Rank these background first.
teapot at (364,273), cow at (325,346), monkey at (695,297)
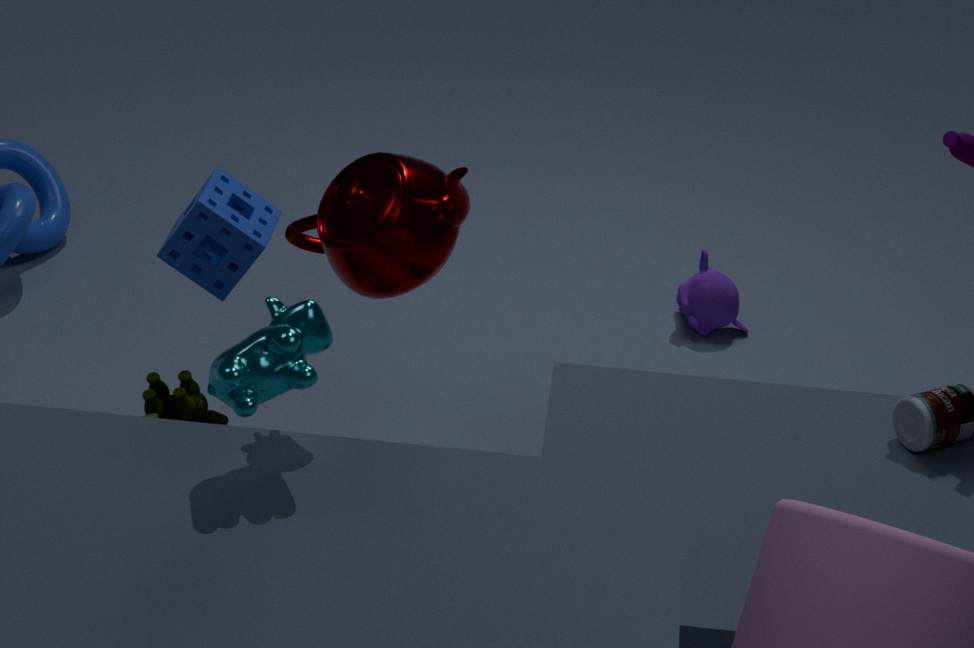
1. monkey at (695,297)
2. teapot at (364,273)
3. cow at (325,346)
